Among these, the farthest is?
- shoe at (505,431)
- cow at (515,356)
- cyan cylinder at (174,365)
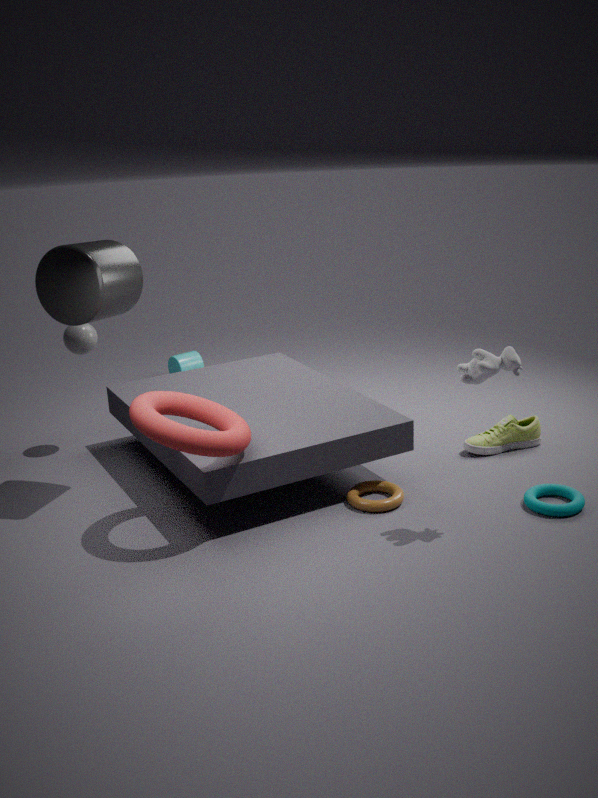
cyan cylinder at (174,365)
